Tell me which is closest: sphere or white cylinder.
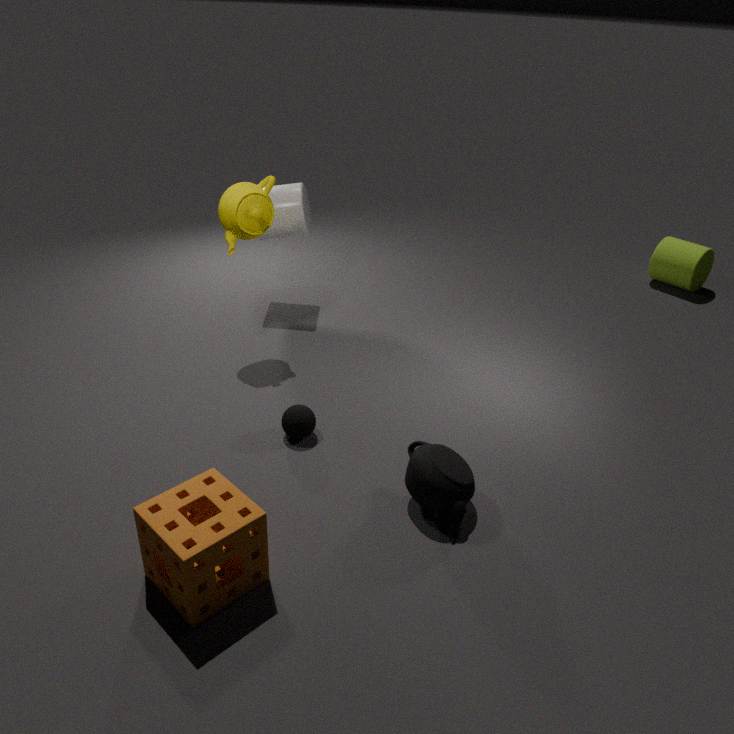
sphere
